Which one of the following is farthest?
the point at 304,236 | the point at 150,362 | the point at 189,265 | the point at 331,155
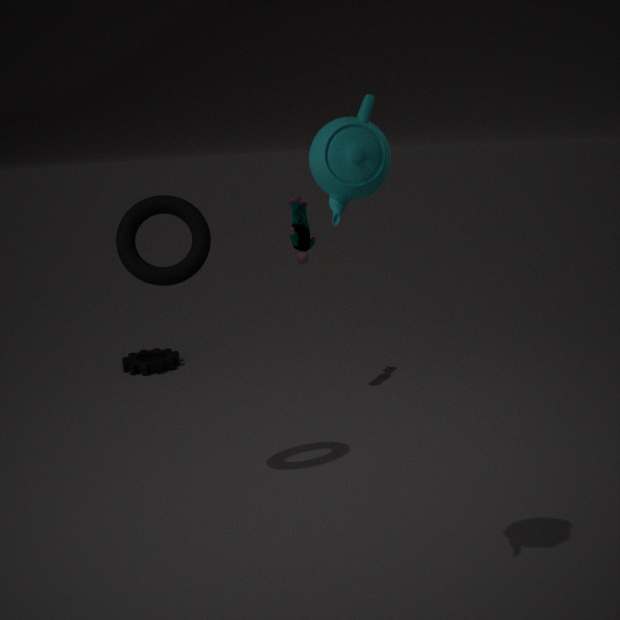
the point at 150,362
